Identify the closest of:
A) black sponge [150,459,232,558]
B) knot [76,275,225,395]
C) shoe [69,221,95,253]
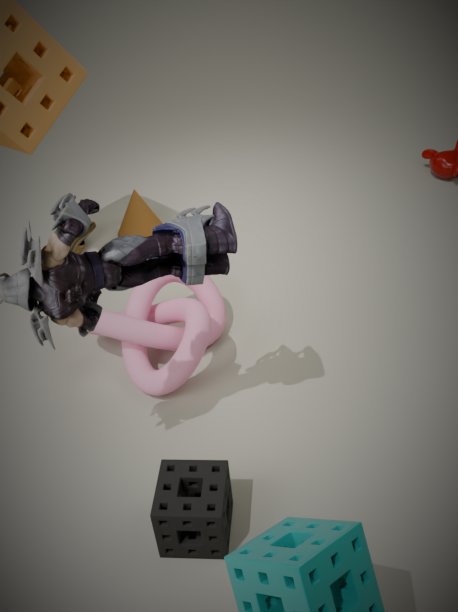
black sponge [150,459,232,558]
